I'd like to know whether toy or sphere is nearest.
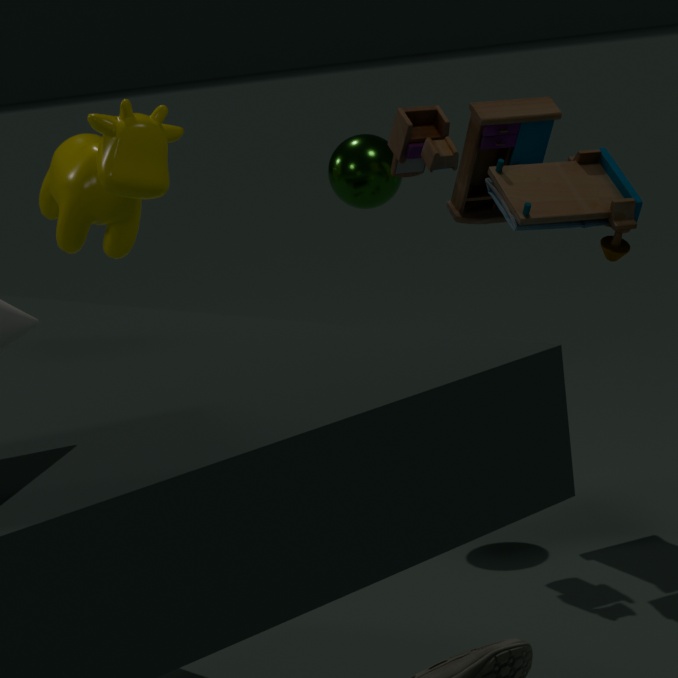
toy
